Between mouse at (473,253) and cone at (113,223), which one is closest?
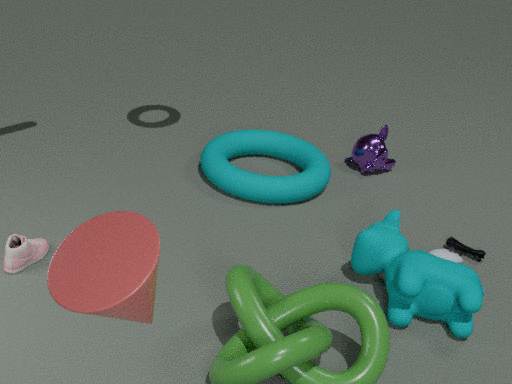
cone at (113,223)
